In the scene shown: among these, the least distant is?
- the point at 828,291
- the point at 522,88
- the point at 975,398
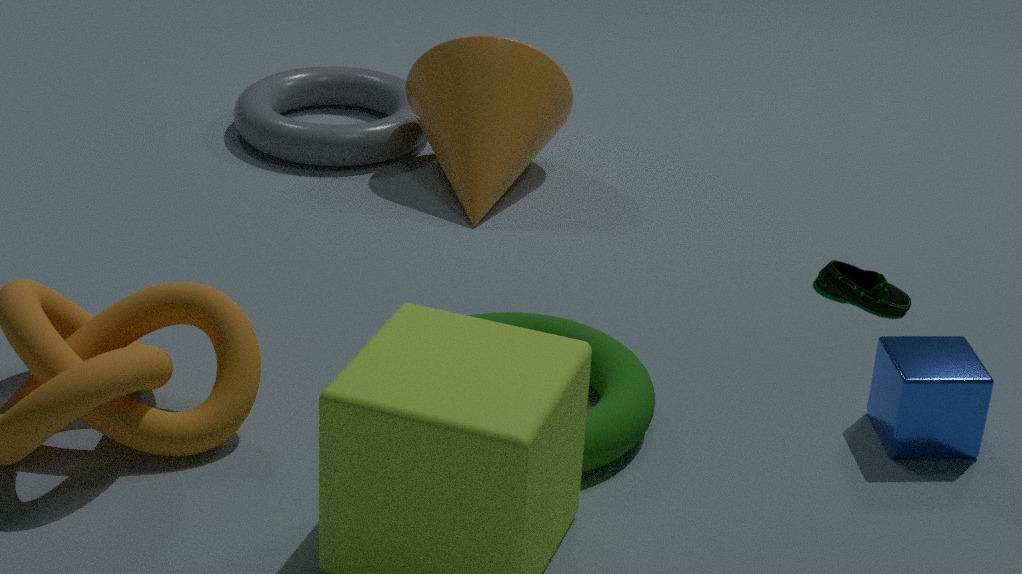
the point at 828,291
